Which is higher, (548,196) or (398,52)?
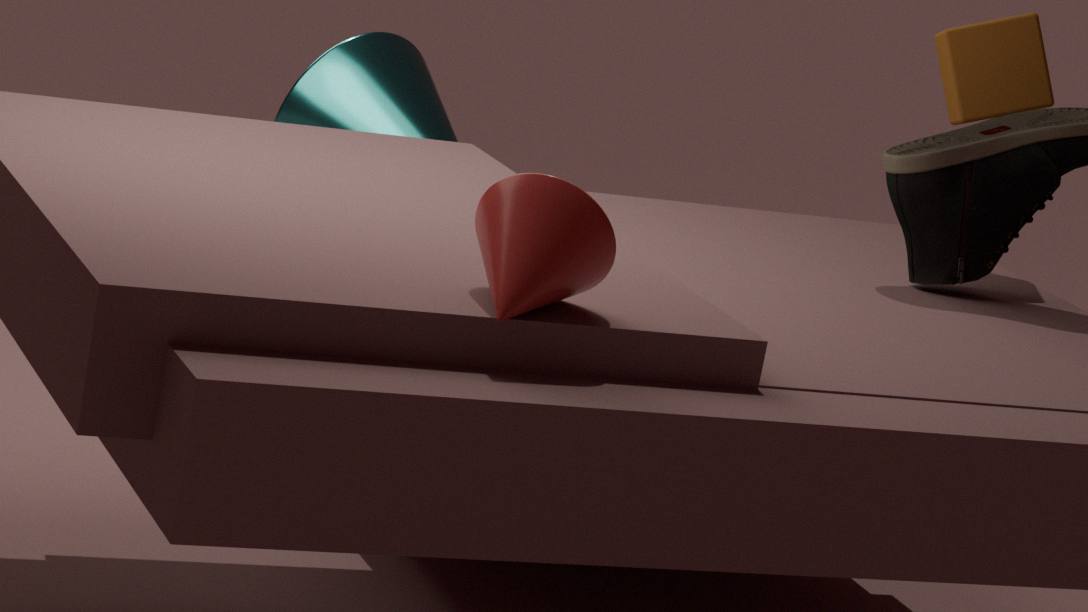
(548,196)
